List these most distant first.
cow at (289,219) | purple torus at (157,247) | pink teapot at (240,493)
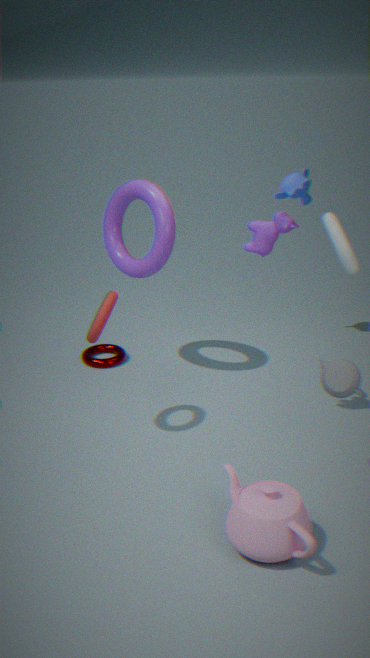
1. purple torus at (157,247)
2. cow at (289,219)
3. pink teapot at (240,493)
